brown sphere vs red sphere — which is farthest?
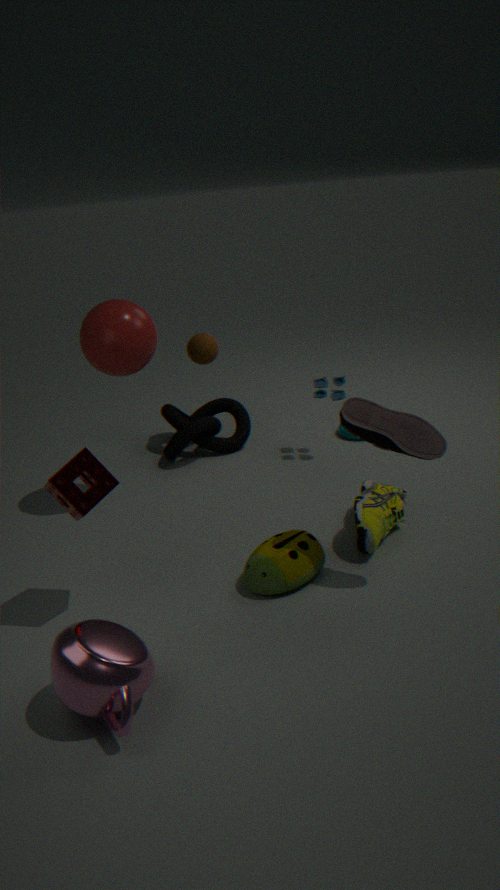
brown sphere
